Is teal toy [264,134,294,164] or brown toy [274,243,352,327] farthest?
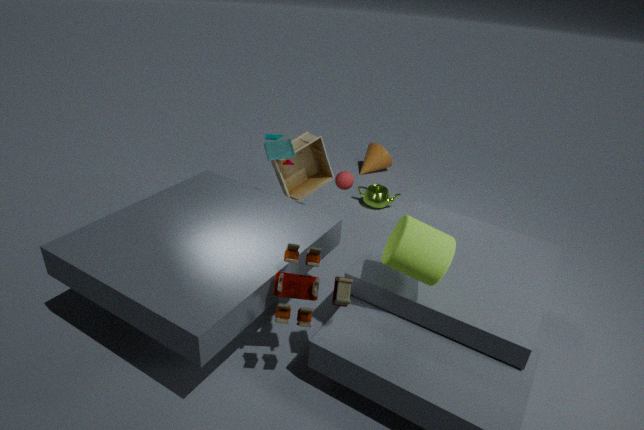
teal toy [264,134,294,164]
